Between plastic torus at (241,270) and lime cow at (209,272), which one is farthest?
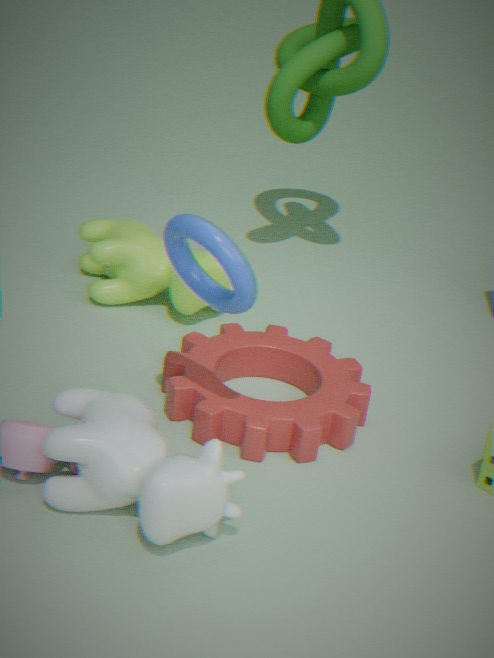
lime cow at (209,272)
